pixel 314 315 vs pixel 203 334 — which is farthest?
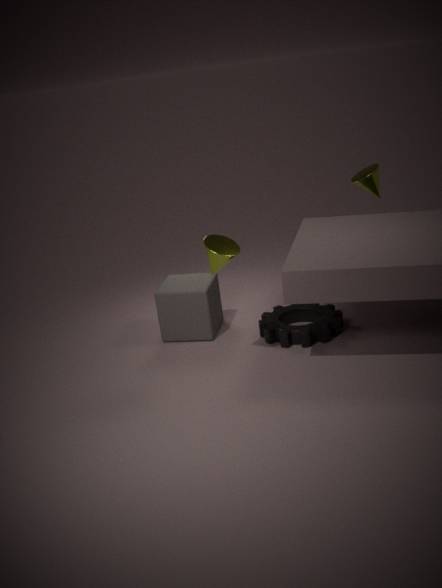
pixel 314 315
